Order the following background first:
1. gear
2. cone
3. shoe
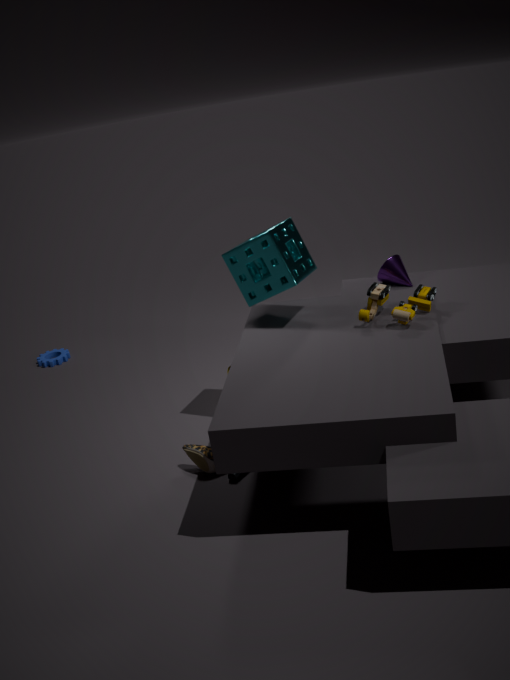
gear → cone → shoe
